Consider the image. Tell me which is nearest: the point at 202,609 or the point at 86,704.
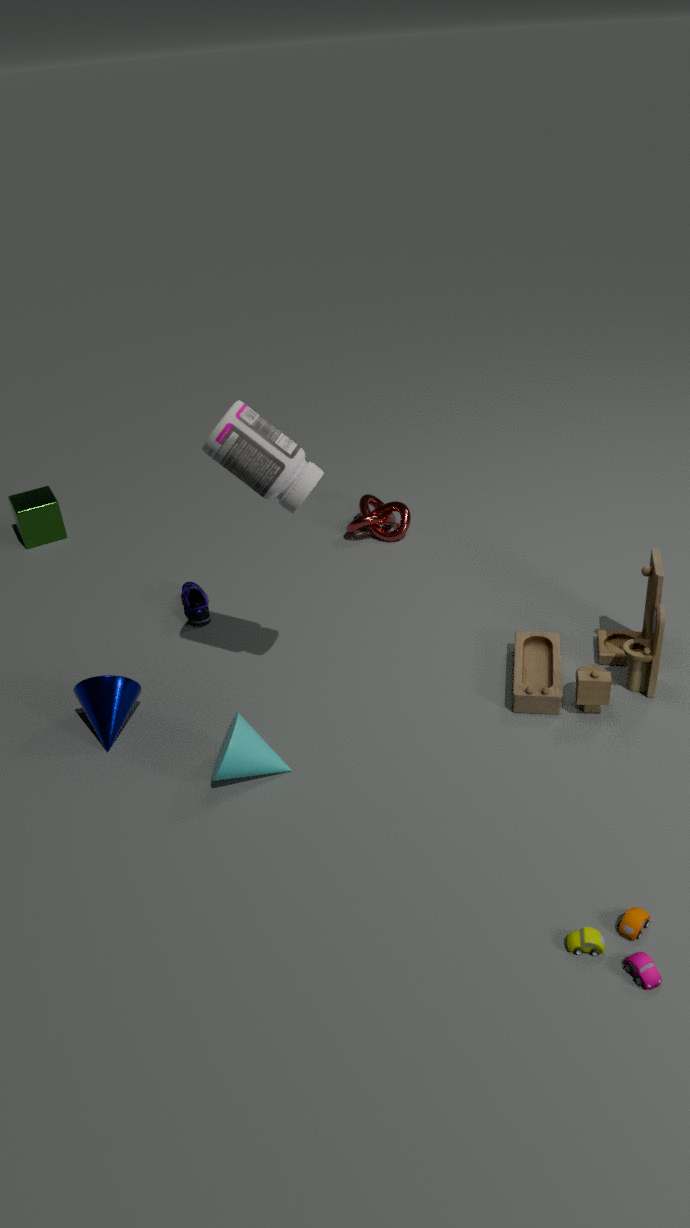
the point at 86,704
